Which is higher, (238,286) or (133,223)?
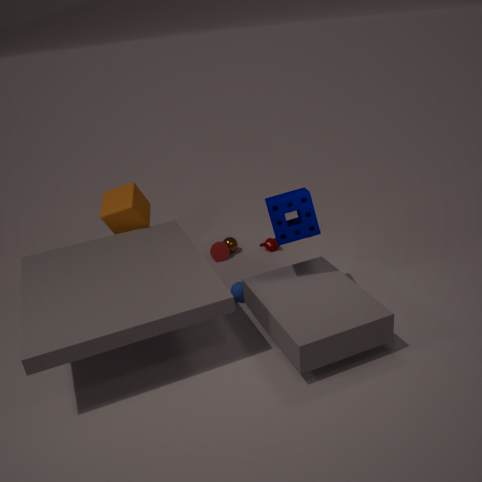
(133,223)
